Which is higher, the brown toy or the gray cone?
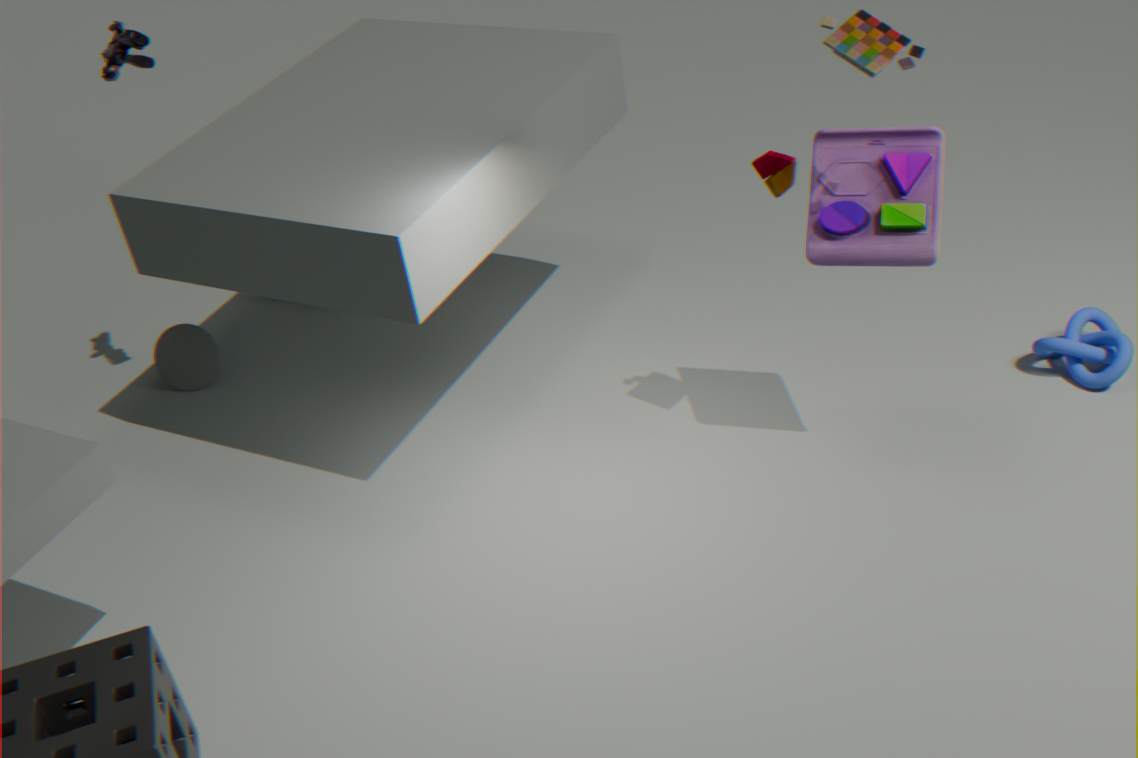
the brown toy
